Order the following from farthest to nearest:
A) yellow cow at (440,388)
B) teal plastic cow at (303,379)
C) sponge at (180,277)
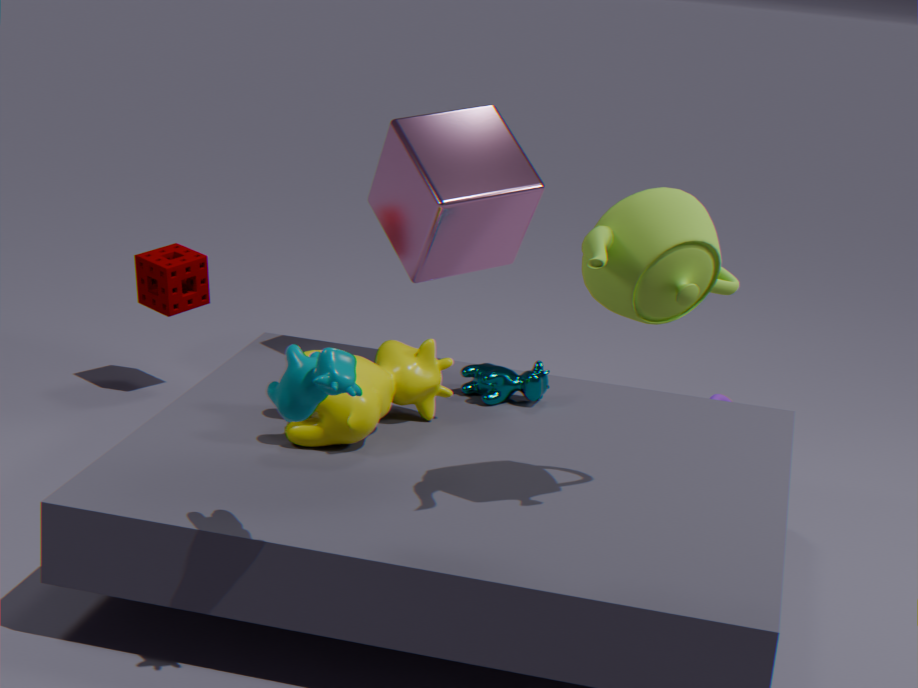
sponge at (180,277)
yellow cow at (440,388)
teal plastic cow at (303,379)
